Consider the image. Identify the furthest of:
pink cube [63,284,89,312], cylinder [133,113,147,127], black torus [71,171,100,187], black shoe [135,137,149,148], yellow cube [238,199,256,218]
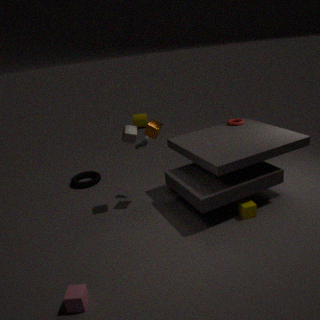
cylinder [133,113,147,127]
